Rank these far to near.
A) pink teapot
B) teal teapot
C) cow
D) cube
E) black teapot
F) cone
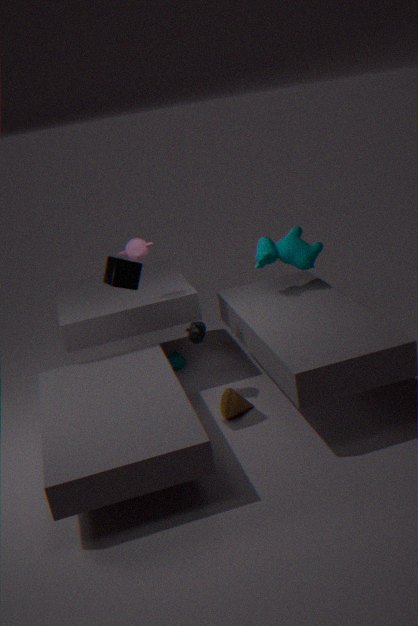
1. teal teapot
2. cow
3. pink teapot
4. black teapot
5. cone
6. cube
